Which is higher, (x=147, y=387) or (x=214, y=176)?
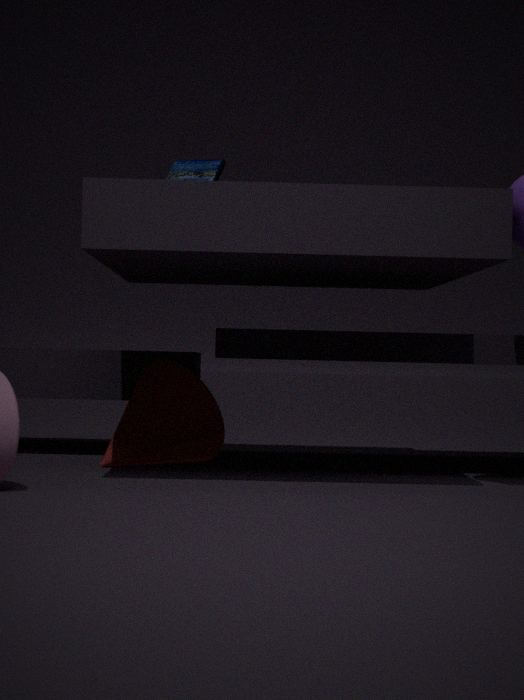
(x=214, y=176)
